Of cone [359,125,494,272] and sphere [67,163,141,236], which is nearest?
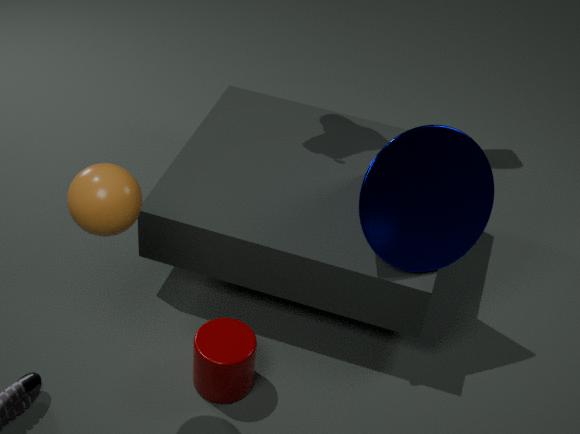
sphere [67,163,141,236]
